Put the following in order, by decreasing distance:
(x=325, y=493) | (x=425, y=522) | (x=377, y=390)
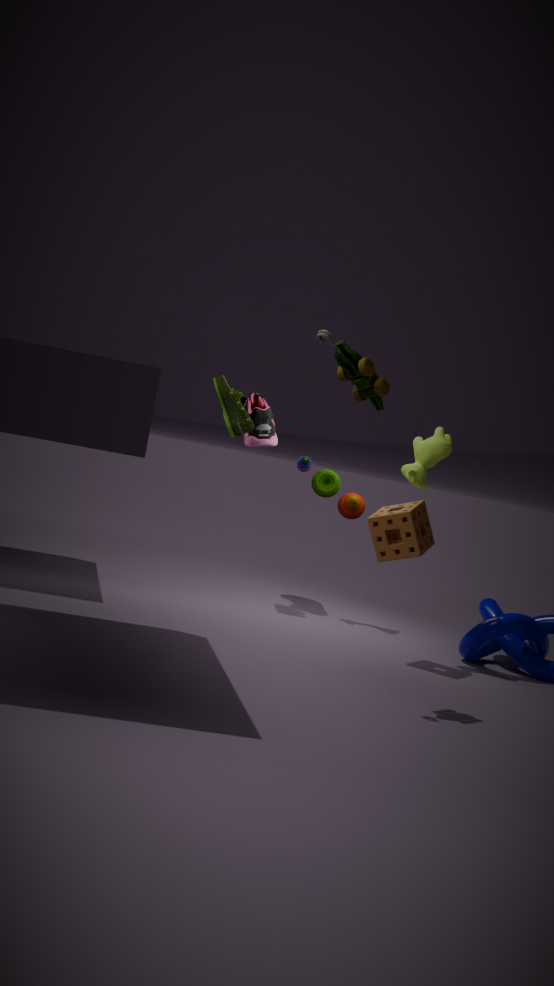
(x=325, y=493)
(x=425, y=522)
(x=377, y=390)
